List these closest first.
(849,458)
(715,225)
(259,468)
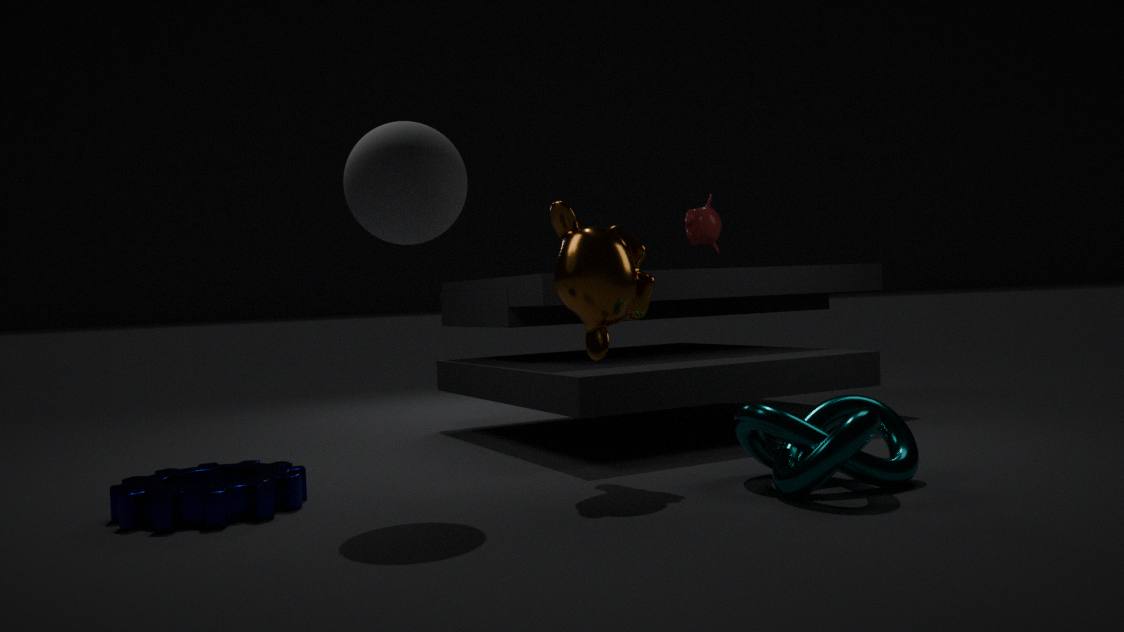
(849,458) → (259,468) → (715,225)
